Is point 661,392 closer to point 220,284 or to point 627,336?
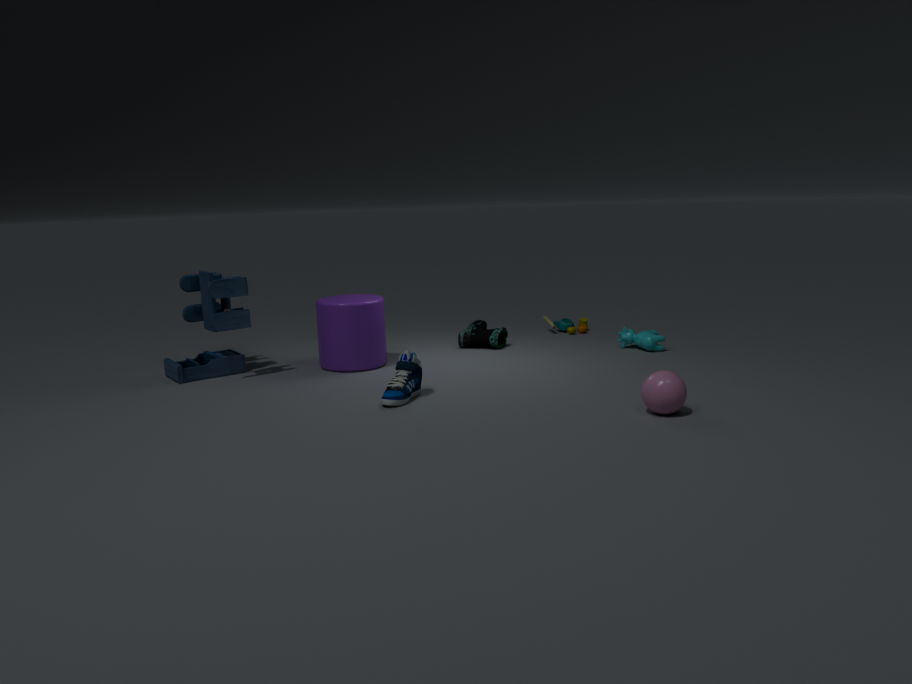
point 627,336
